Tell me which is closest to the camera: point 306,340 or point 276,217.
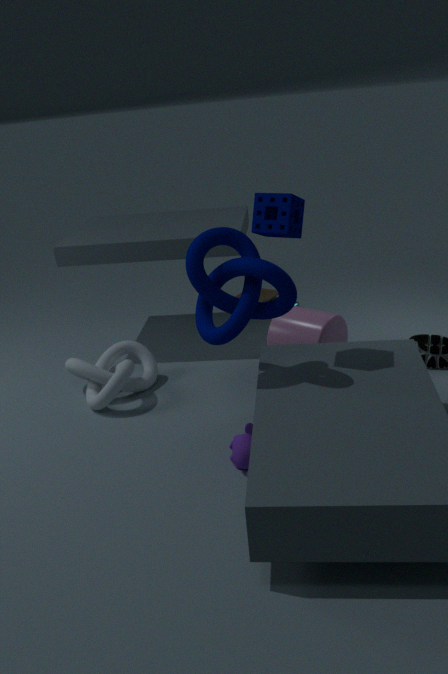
point 276,217
